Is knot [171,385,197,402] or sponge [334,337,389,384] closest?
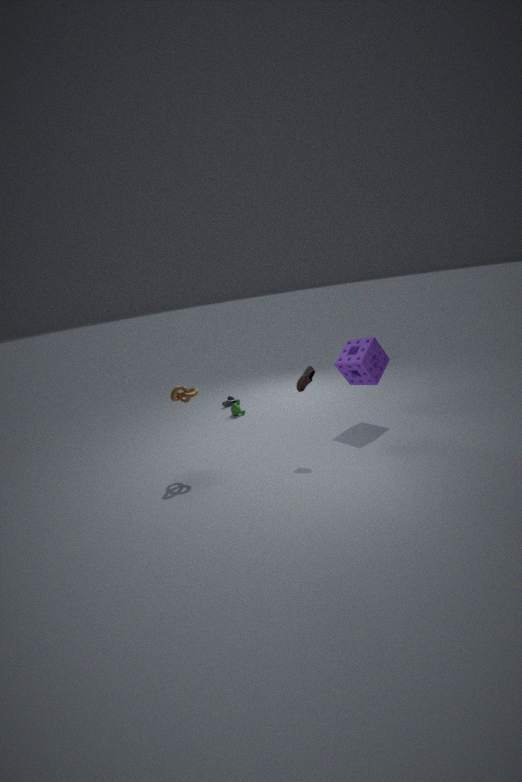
knot [171,385,197,402]
